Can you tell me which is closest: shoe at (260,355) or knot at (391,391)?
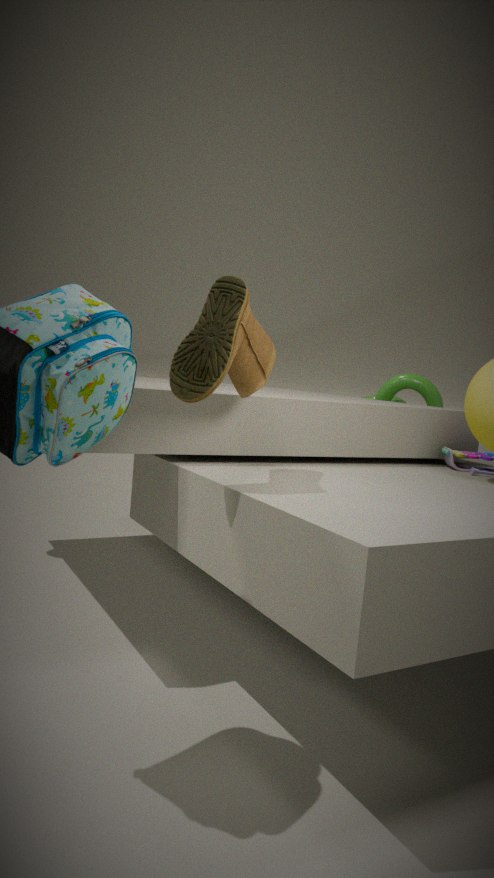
shoe at (260,355)
